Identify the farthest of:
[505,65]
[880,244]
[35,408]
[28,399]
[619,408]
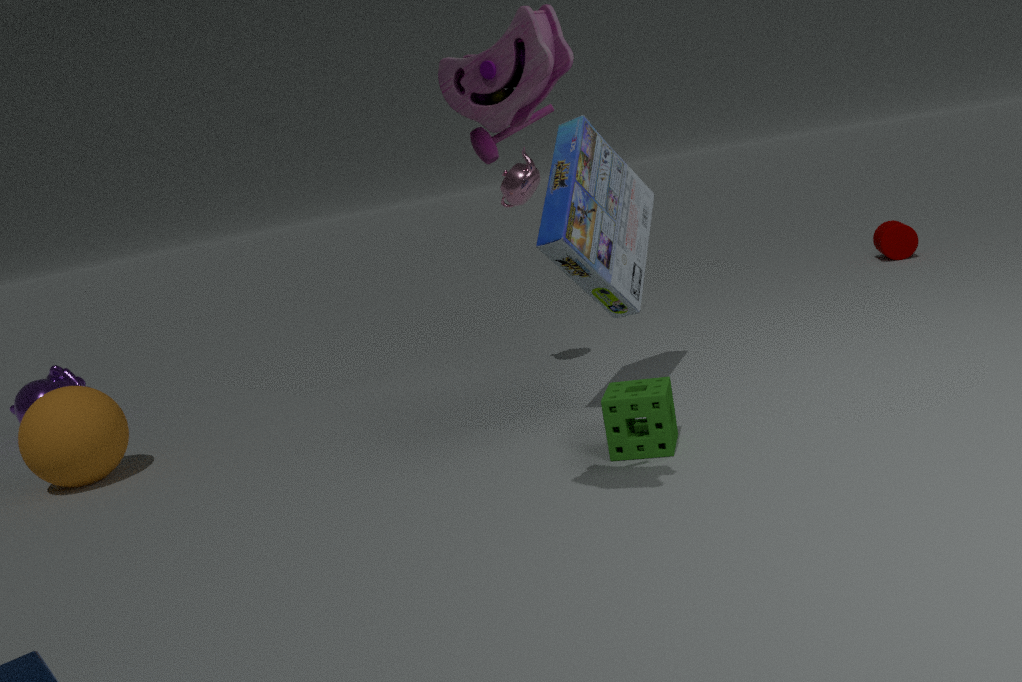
[880,244]
